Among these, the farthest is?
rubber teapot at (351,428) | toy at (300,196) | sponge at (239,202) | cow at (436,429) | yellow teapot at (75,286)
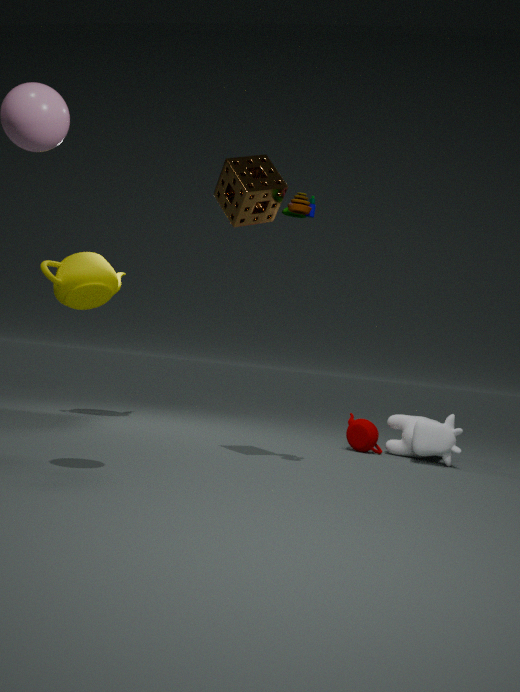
yellow teapot at (75,286)
